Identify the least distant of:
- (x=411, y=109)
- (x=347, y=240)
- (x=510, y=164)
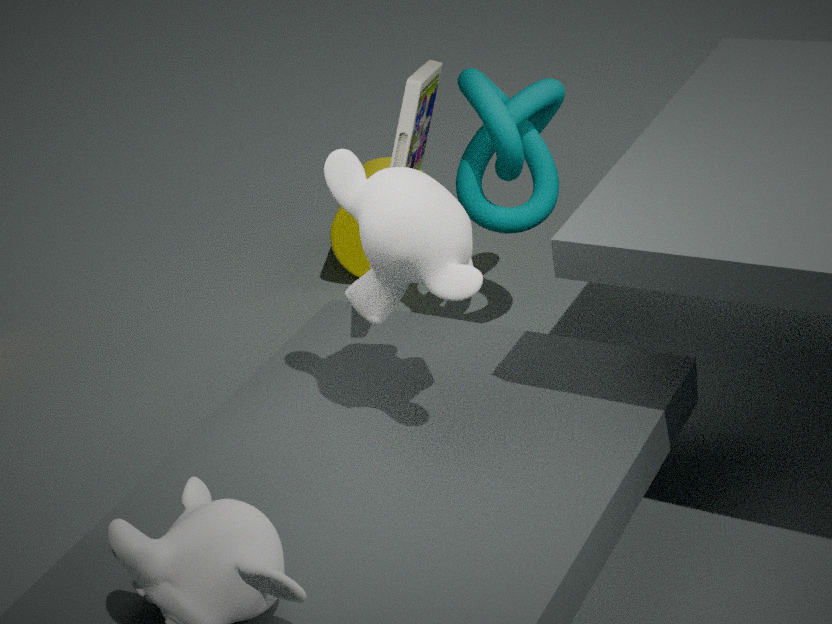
(x=411, y=109)
